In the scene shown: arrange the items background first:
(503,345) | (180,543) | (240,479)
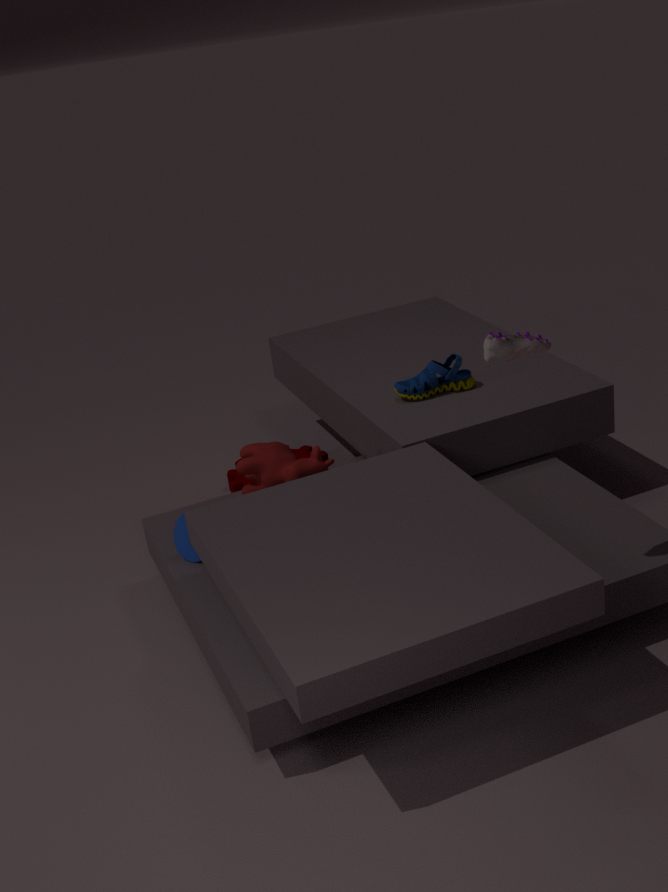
(240,479) → (180,543) → (503,345)
